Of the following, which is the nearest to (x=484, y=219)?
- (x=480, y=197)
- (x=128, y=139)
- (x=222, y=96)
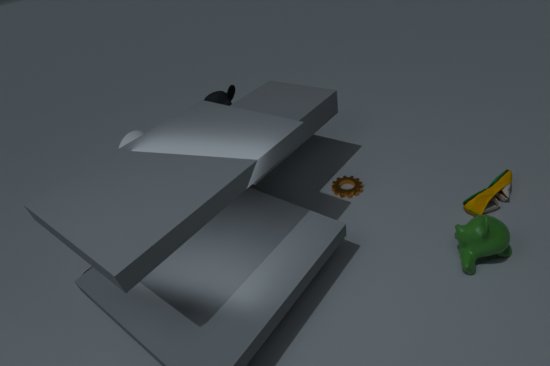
(x=480, y=197)
